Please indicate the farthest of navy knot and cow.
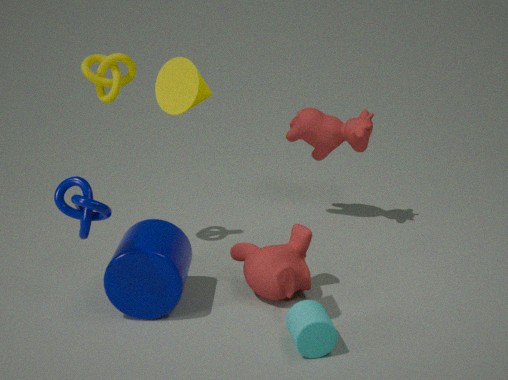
cow
